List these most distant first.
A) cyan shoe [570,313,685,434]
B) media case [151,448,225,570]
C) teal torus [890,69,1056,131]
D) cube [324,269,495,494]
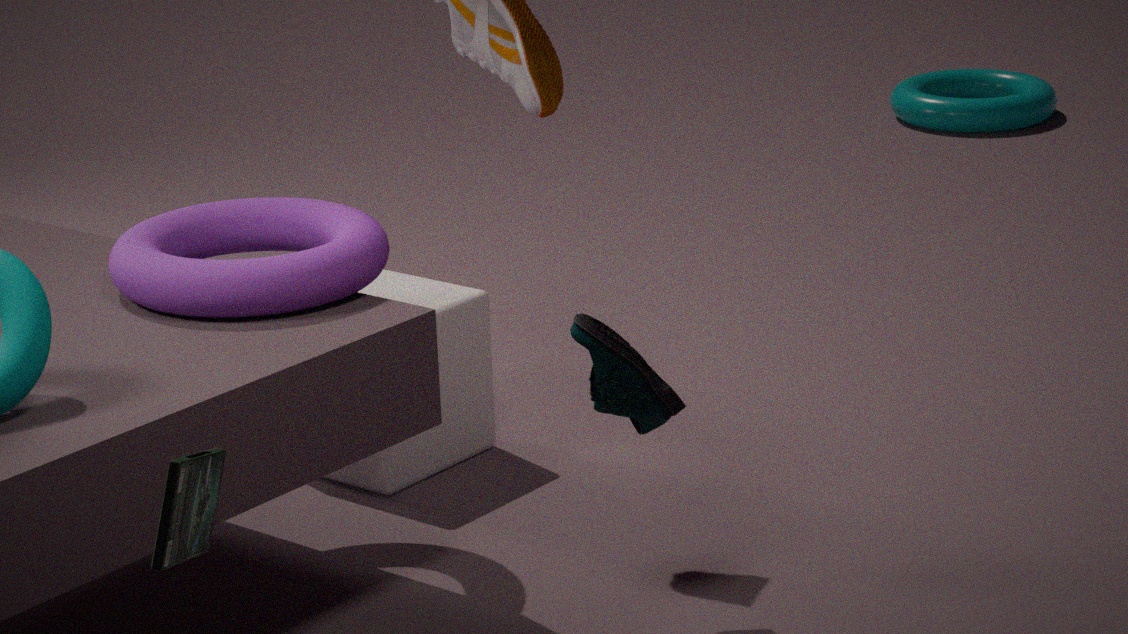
teal torus [890,69,1056,131] < cube [324,269,495,494] < cyan shoe [570,313,685,434] < media case [151,448,225,570]
